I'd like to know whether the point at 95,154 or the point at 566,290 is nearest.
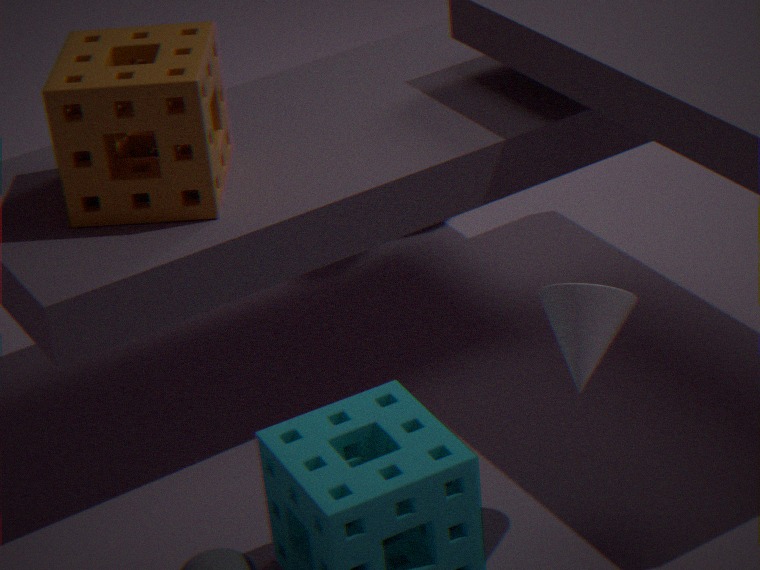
the point at 566,290
